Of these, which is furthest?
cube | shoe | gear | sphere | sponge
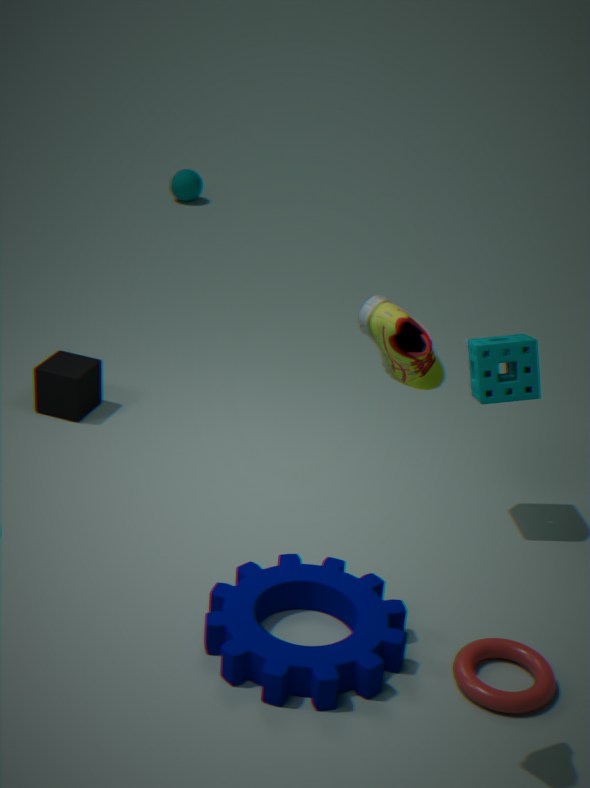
sphere
